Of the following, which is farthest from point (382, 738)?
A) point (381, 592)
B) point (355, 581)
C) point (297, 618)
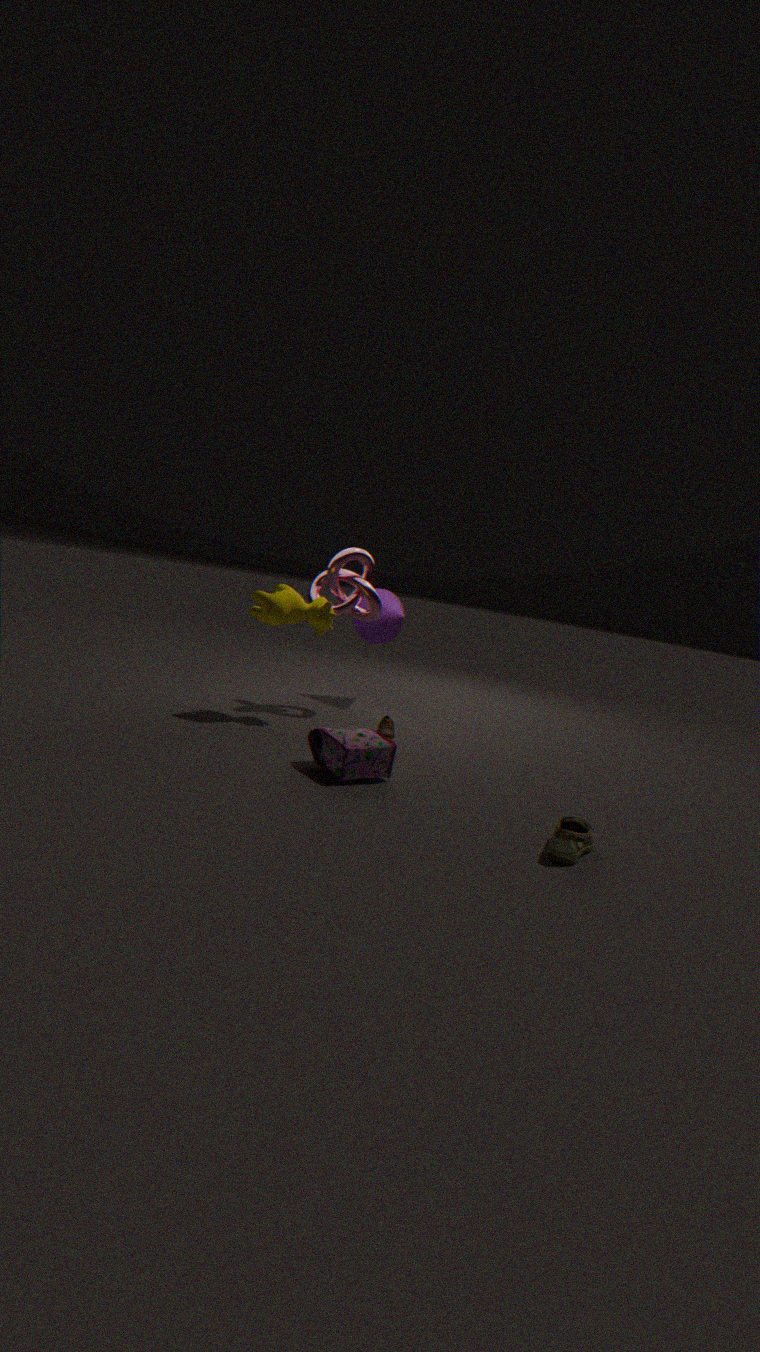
point (381, 592)
